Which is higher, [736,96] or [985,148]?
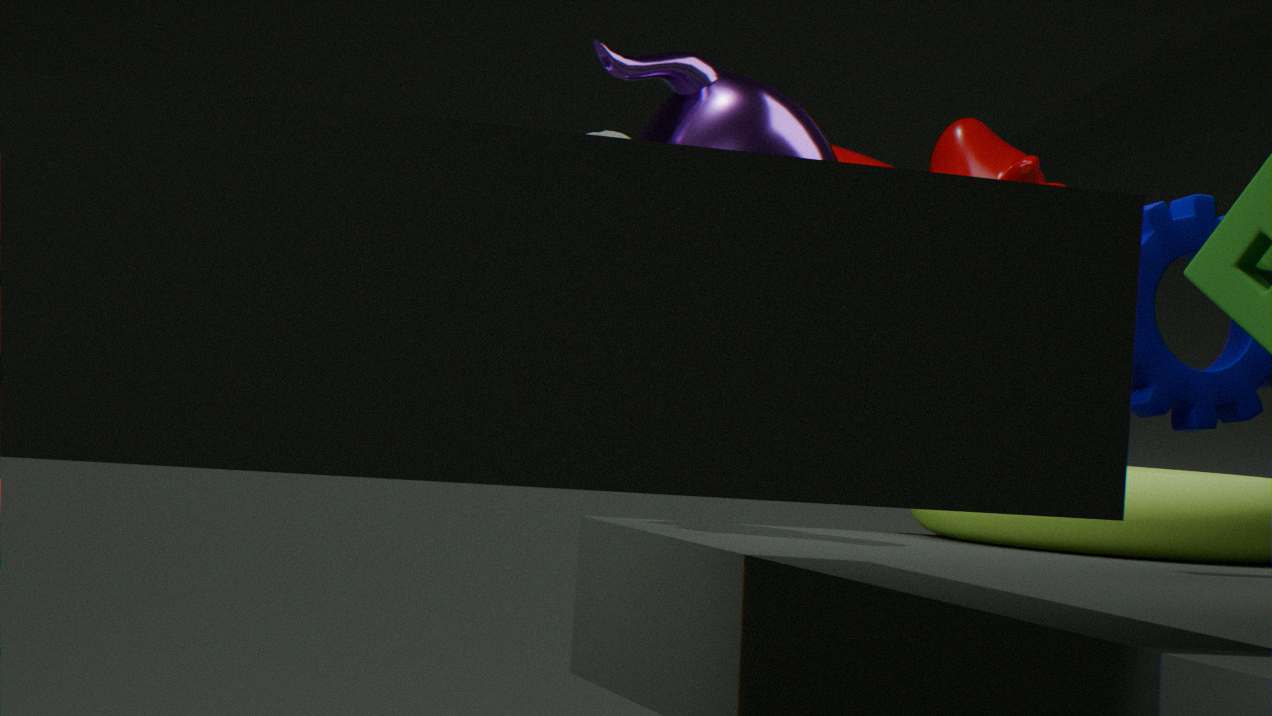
[736,96]
